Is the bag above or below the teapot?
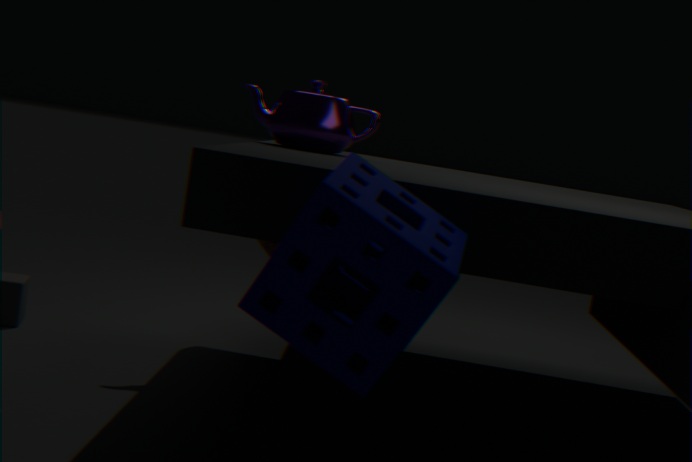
below
